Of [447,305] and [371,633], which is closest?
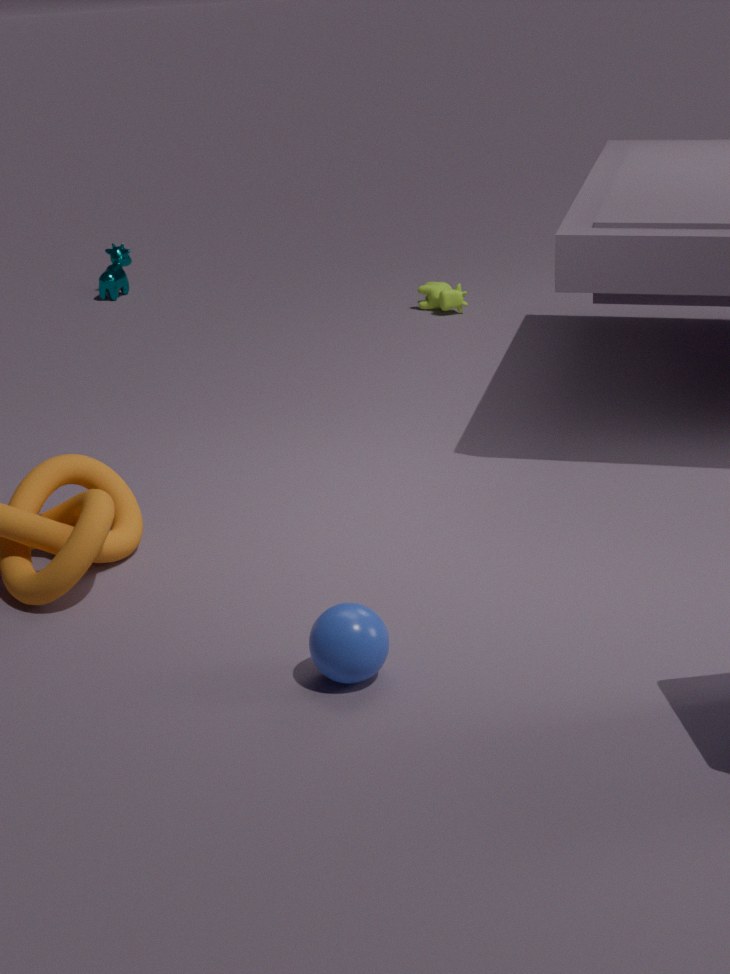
[371,633]
